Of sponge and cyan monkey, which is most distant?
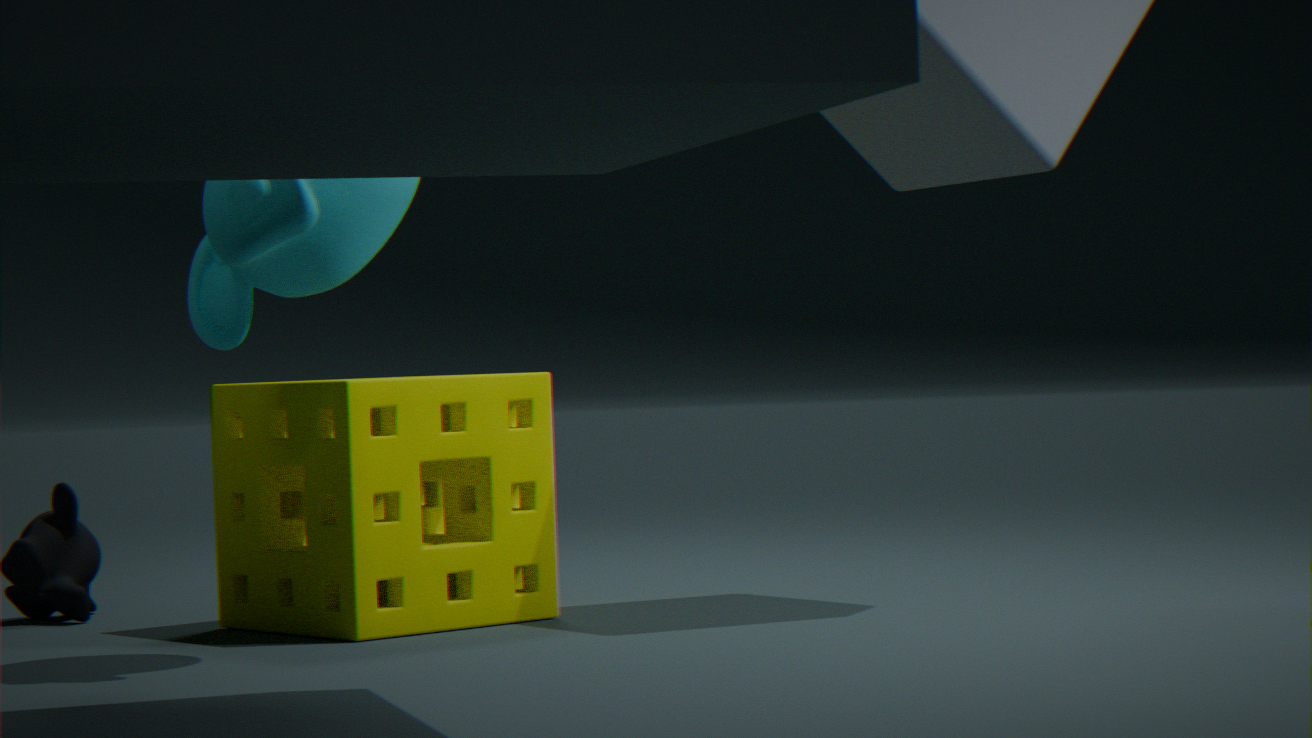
sponge
